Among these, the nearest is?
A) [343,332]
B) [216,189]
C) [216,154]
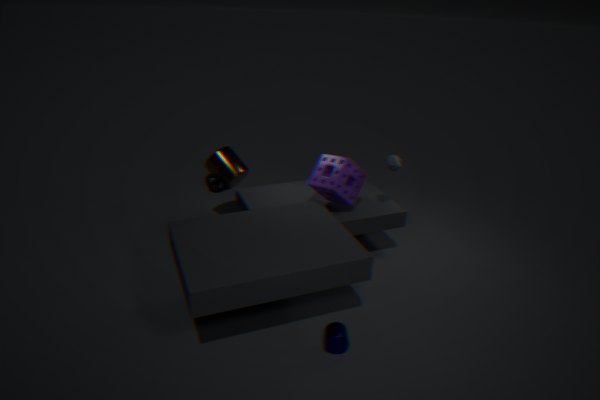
[343,332]
